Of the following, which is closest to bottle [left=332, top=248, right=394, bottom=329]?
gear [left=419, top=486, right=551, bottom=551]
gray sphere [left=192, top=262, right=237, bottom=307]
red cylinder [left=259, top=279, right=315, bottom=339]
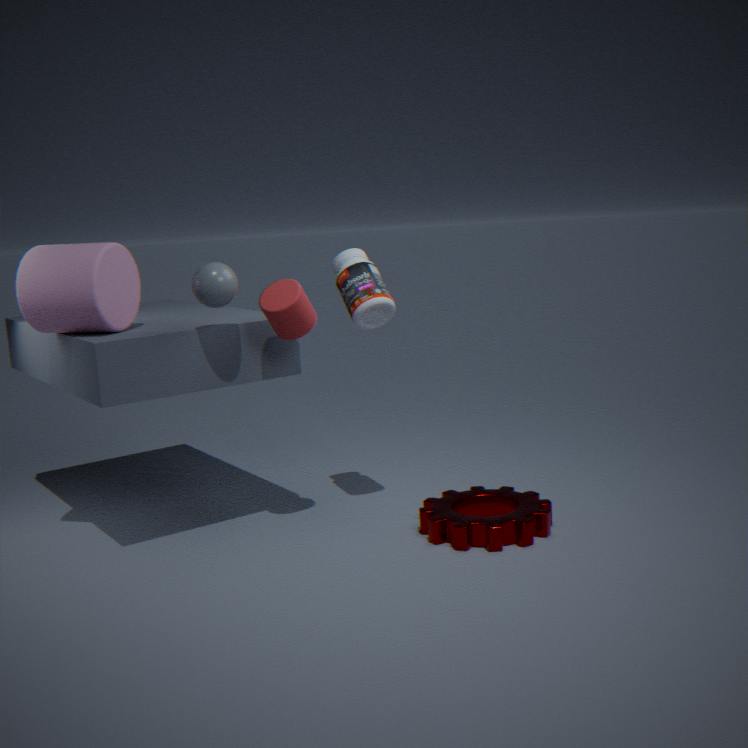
red cylinder [left=259, top=279, right=315, bottom=339]
